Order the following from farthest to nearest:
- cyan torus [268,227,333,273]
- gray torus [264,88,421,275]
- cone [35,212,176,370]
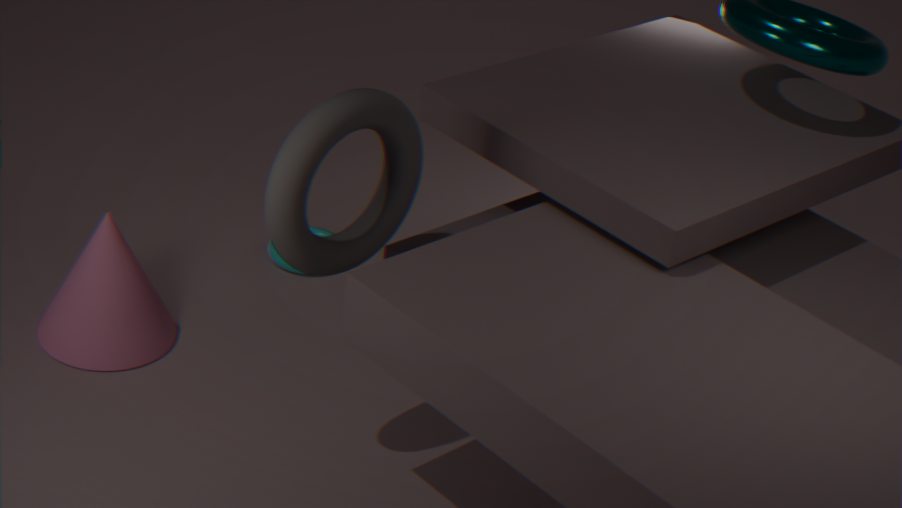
cyan torus [268,227,333,273] → cone [35,212,176,370] → gray torus [264,88,421,275]
